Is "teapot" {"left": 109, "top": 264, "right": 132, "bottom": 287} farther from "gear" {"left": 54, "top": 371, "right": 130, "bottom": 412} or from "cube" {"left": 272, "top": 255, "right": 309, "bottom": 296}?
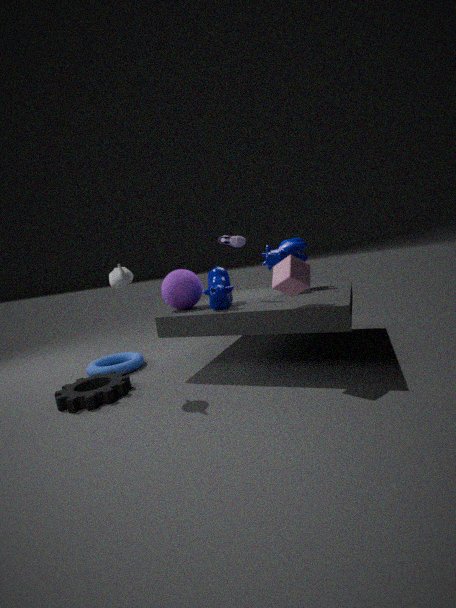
"cube" {"left": 272, "top": 255, "right": 309, "bottom": 296}
